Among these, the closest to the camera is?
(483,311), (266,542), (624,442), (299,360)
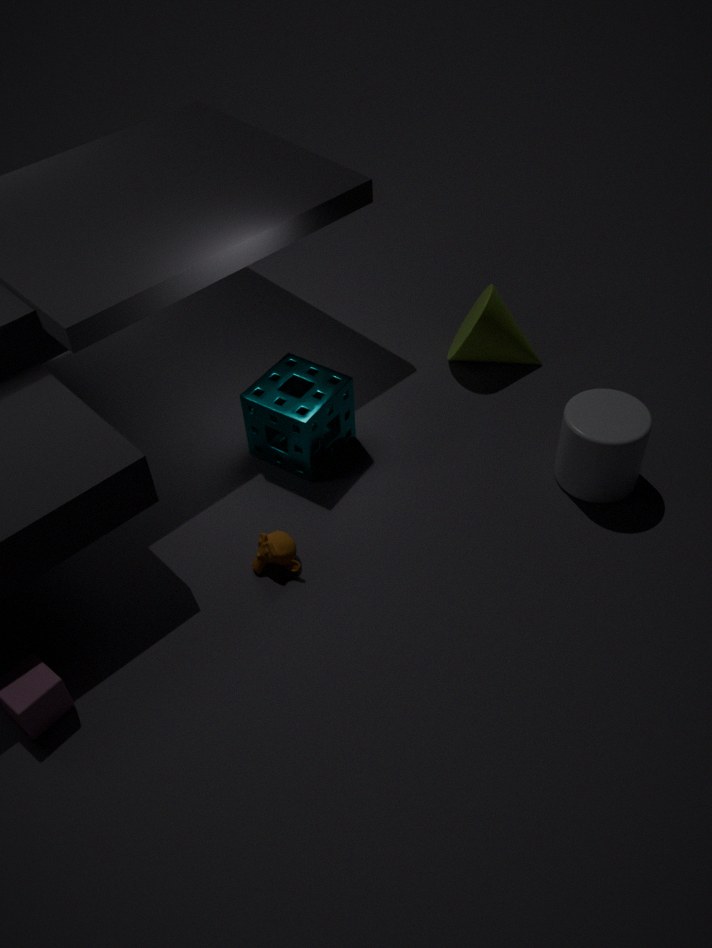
(266,542)
